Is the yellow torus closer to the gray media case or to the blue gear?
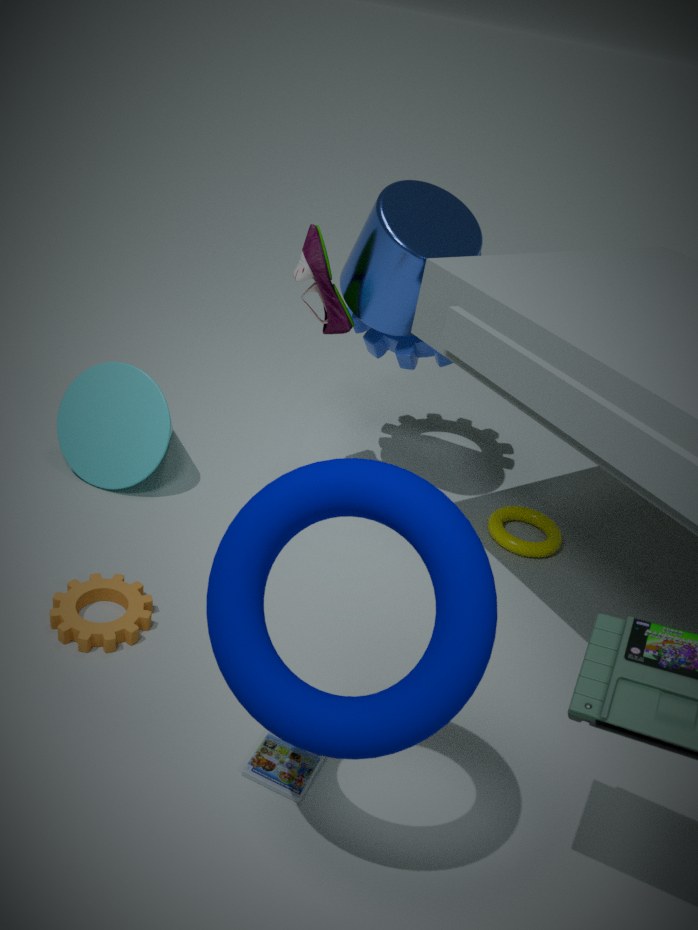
the blue gear
